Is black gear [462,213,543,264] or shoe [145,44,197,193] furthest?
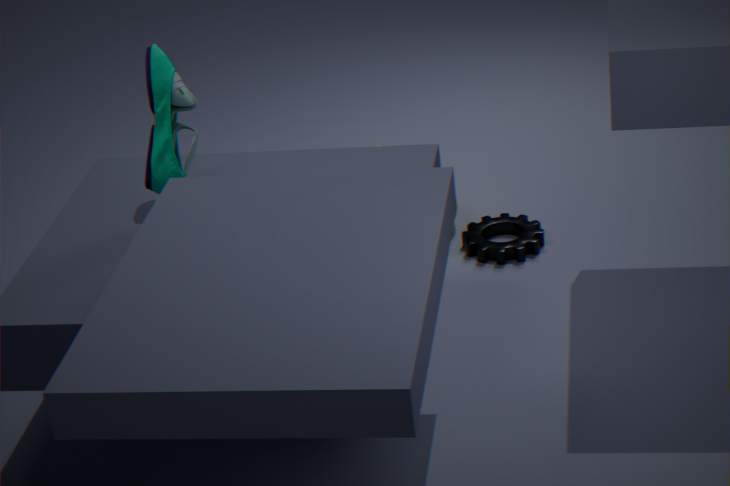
black gear [462,213,543,264]
